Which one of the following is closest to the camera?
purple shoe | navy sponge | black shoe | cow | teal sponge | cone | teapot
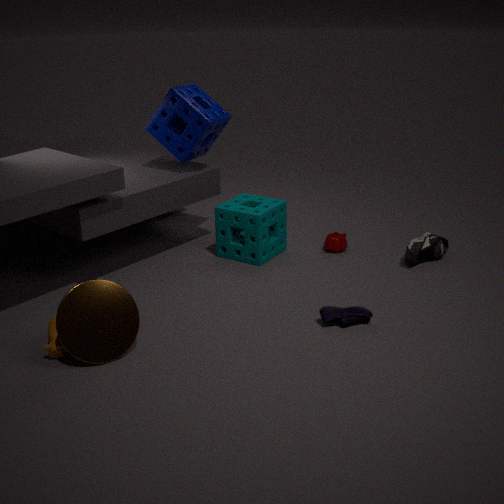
cone
